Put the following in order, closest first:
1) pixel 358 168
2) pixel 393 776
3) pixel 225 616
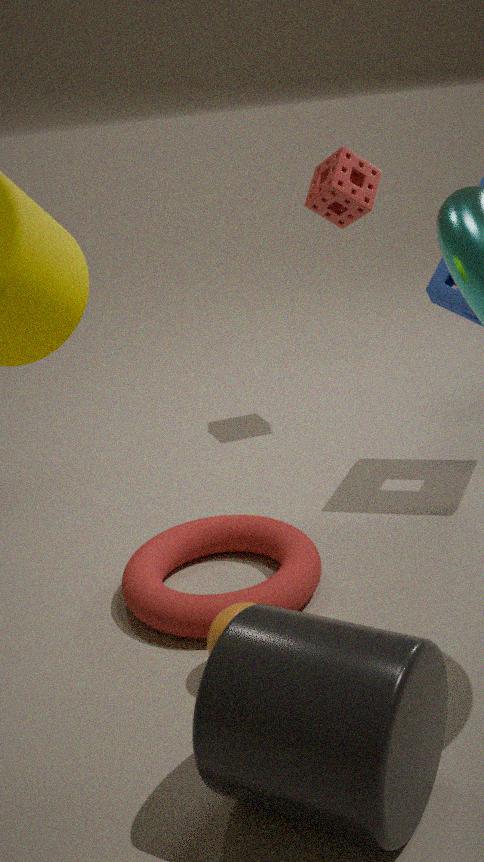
2. pixel 393 776
3. pixel 225 616
1. pixel 358 168
